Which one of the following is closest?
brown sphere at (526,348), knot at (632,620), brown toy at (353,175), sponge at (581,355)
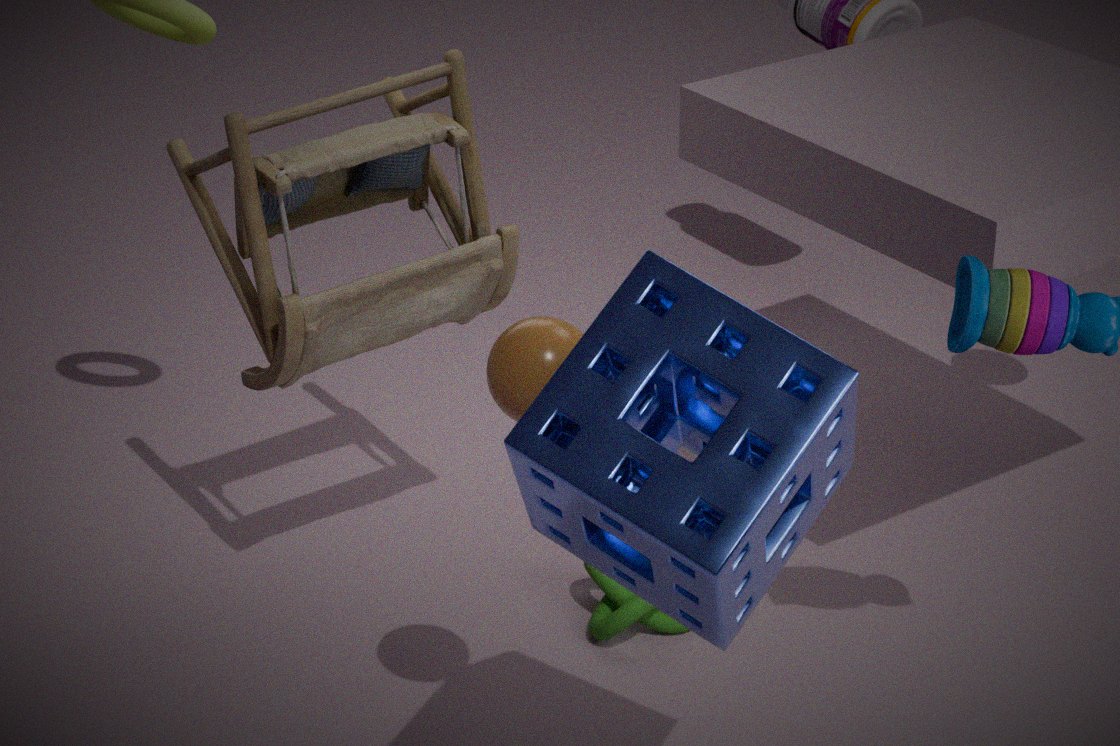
sponge at (581,355)
